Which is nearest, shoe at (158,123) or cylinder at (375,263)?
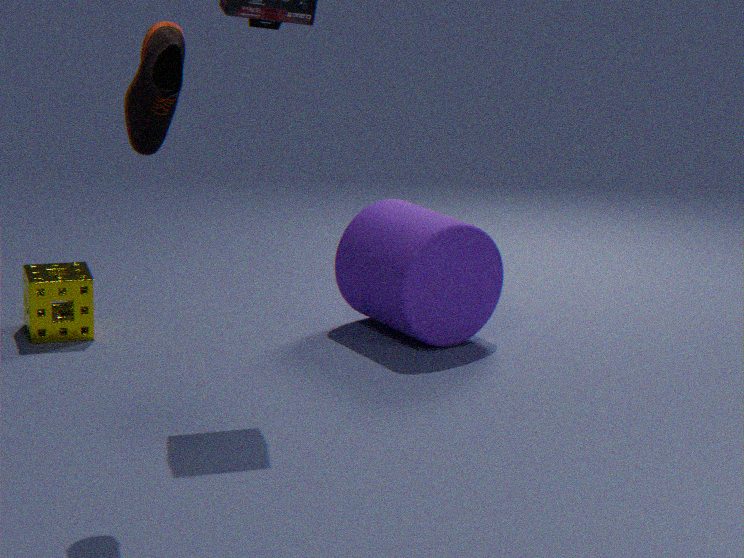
shoe at (158,123)
